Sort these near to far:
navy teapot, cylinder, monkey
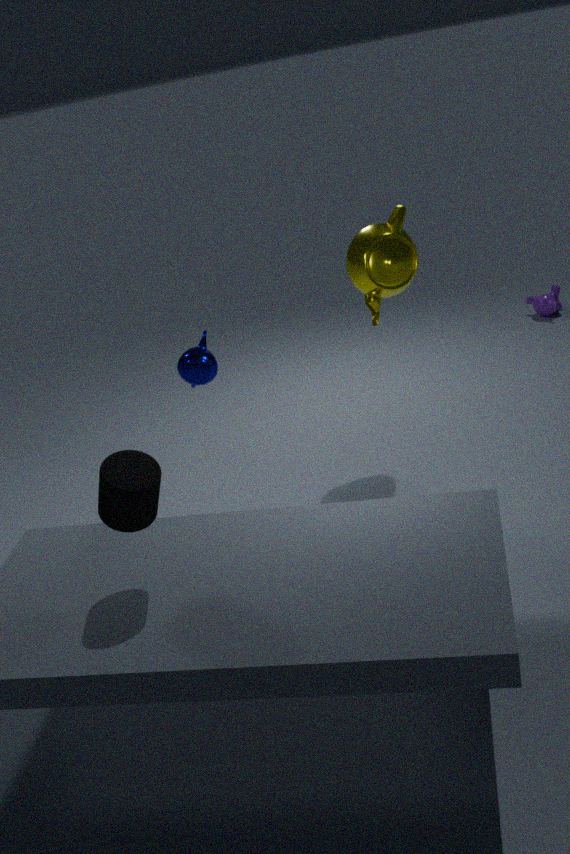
cylinder, navy teapot, monkey
